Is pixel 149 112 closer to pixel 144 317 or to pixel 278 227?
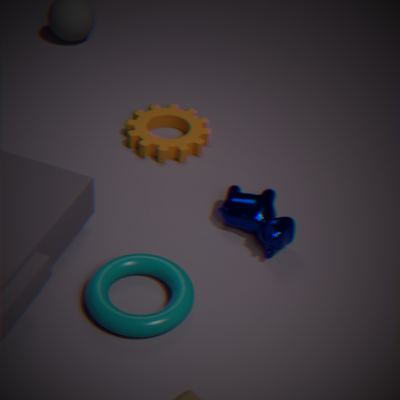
pixel 278 227
